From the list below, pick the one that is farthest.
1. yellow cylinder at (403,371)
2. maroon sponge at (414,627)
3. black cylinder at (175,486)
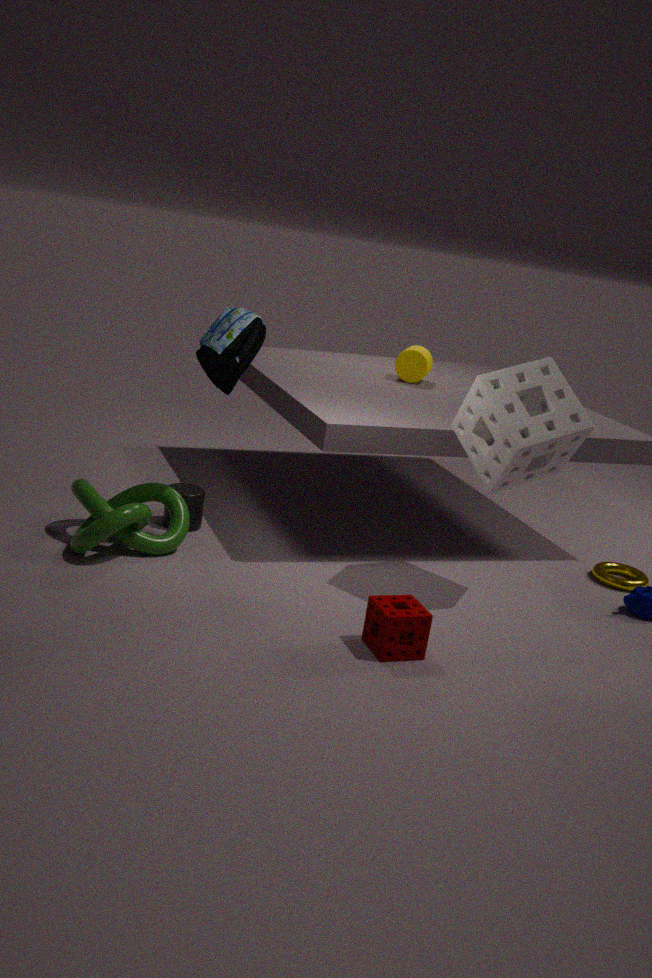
yellow cylinder at (403,371)
